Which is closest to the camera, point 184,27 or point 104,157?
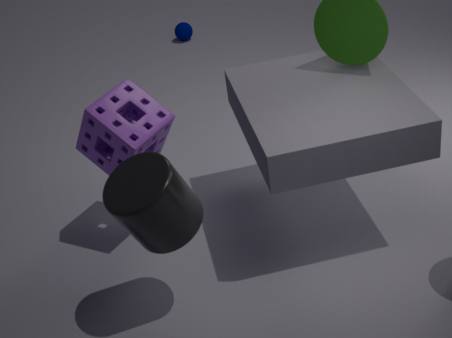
point 104,157
